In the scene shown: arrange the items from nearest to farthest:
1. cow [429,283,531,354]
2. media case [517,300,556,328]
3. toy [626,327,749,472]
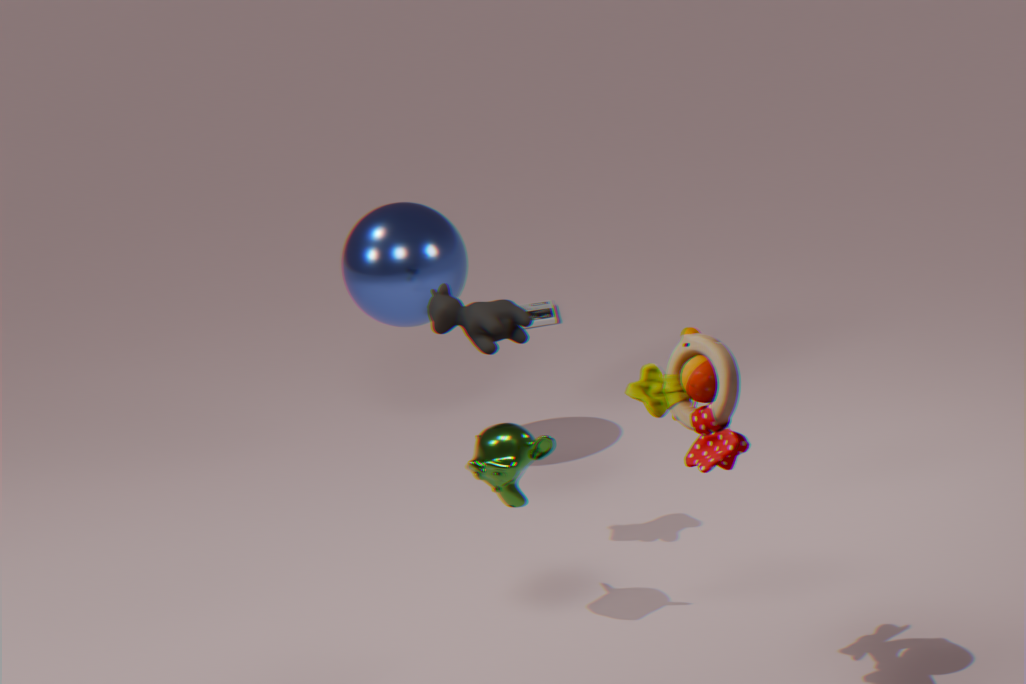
1. toy [626,327,749,472]
2. cow [429,283,531,354]
3. media case [517,300,556,328]
